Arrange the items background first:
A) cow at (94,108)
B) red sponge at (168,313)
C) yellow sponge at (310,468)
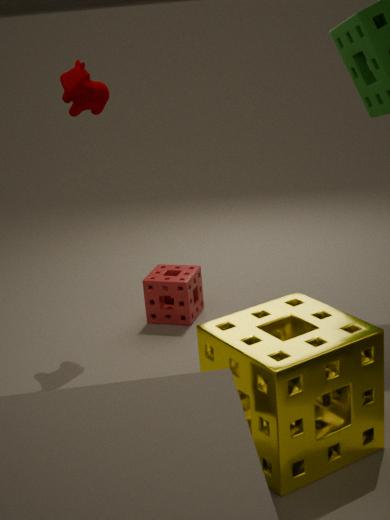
1. red sponge at (168,313)
2. cow at (94,108)
3. yellow sponge at (310,468)
